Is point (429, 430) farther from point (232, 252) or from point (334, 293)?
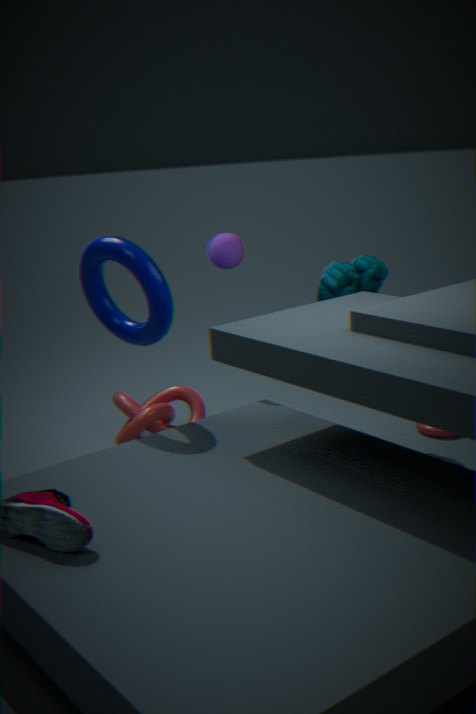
point (232, 252)
